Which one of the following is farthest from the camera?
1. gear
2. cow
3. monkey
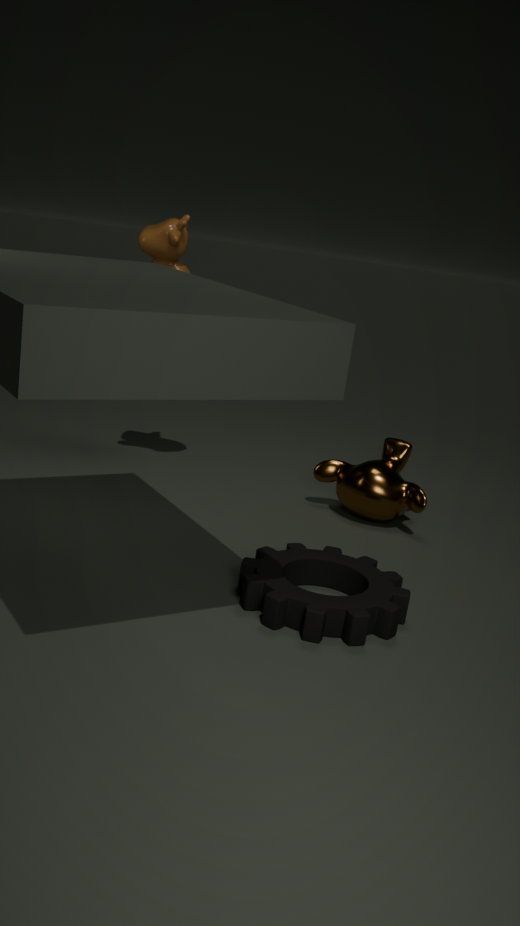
monkey
